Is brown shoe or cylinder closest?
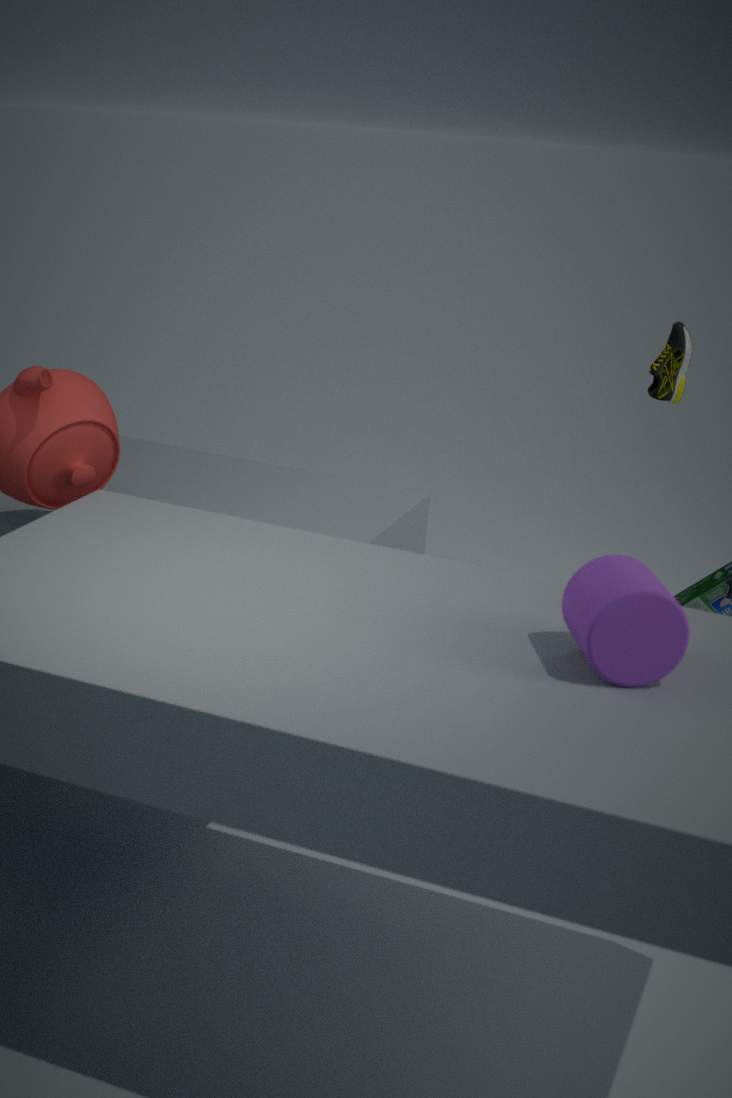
cylinder
